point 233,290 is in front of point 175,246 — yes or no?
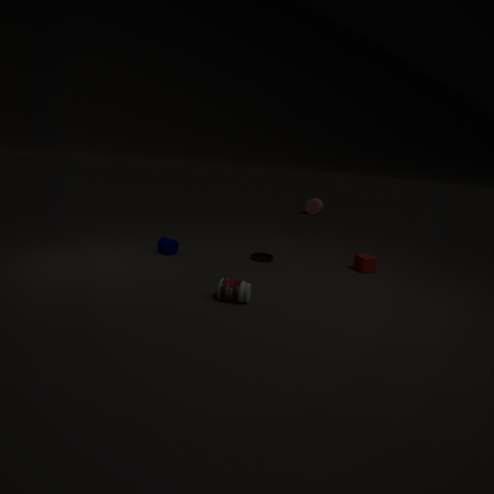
Yes
